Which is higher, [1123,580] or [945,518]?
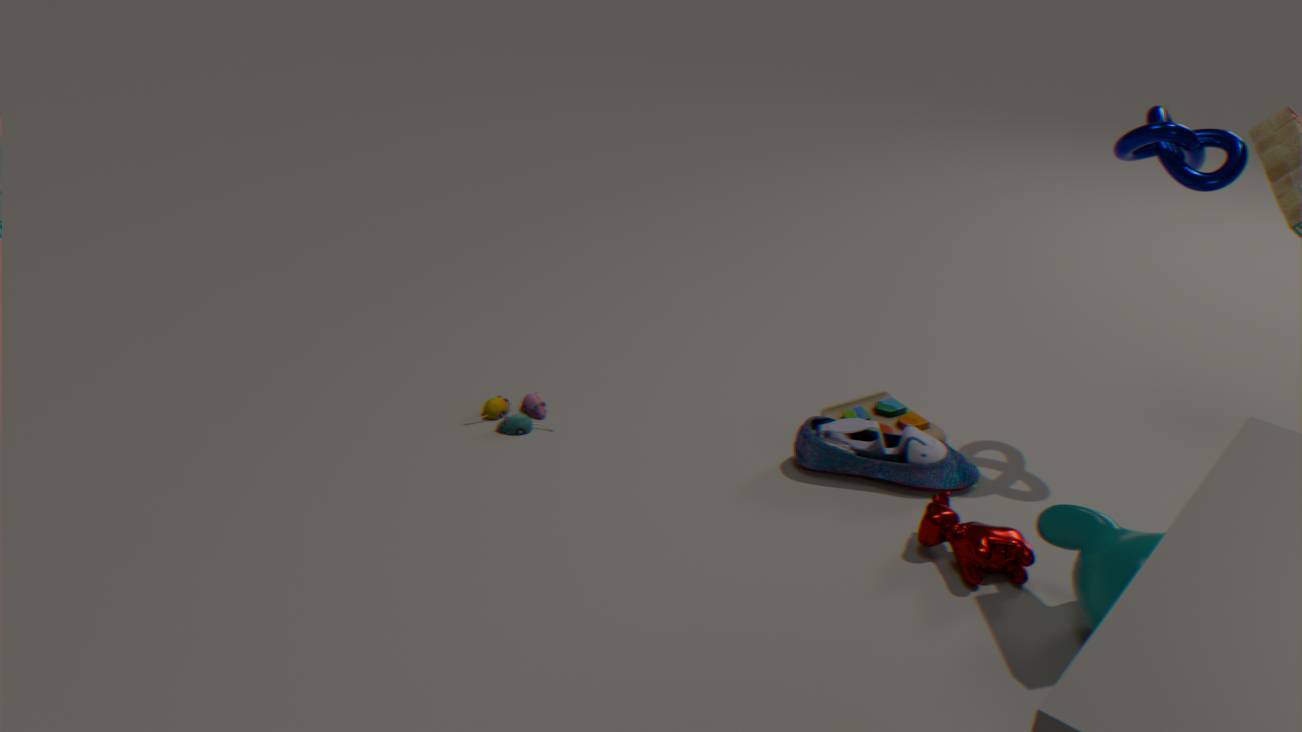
[1123,580]
